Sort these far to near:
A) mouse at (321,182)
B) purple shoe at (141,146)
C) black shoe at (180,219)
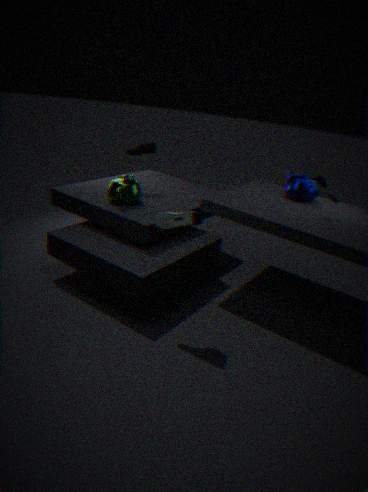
purple shoe at (141,146) → mouse at (321,182) → black shoe at (180,219)
